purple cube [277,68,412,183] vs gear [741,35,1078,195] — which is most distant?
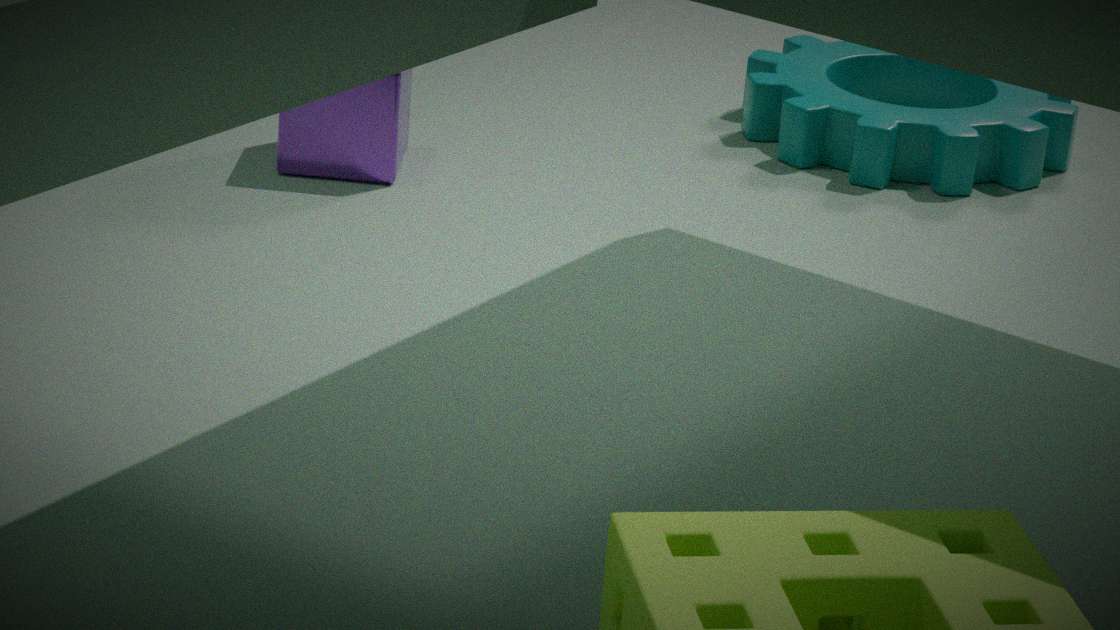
gear [741,35,1078,195]
